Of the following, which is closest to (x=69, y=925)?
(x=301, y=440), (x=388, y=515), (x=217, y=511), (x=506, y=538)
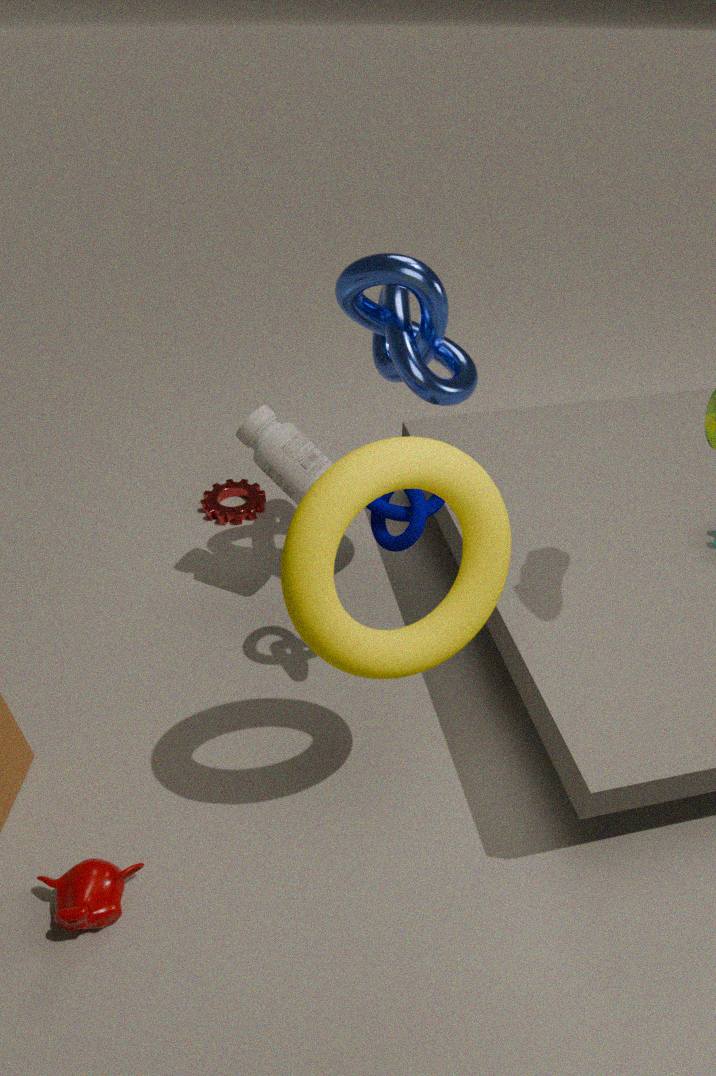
(x=506, y=538)
